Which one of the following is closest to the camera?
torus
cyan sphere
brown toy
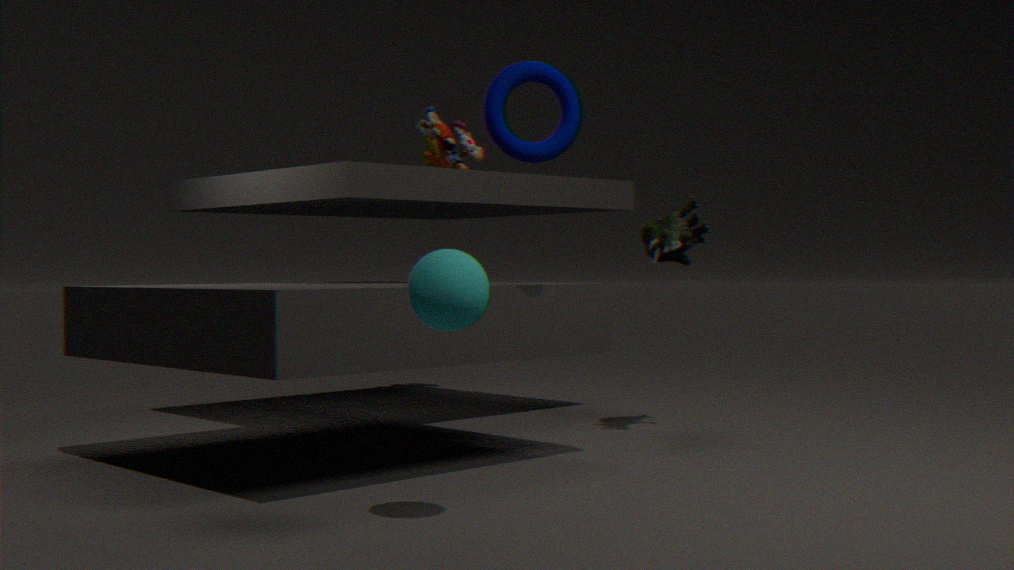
cyan sphere
